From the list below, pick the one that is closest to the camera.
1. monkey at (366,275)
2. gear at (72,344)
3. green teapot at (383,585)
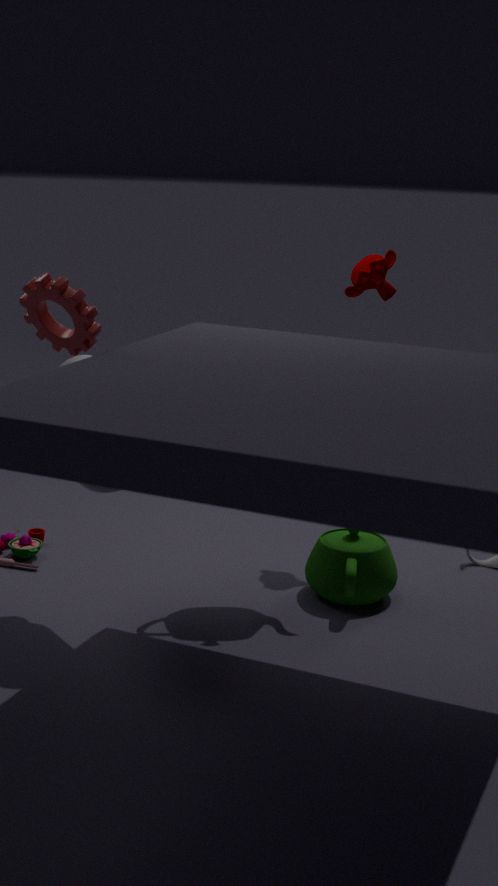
gear at (72,344)
